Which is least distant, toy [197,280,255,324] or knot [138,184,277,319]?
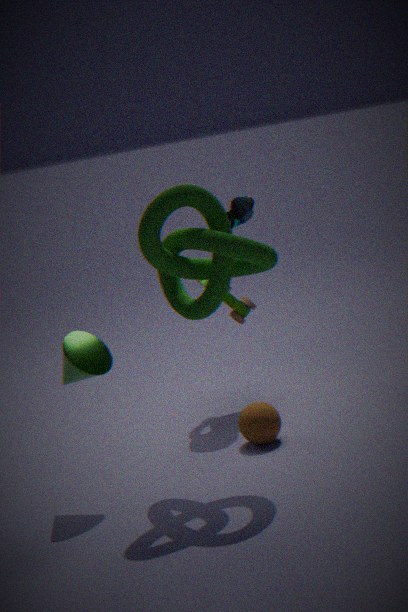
knot [138,184,277,319]
